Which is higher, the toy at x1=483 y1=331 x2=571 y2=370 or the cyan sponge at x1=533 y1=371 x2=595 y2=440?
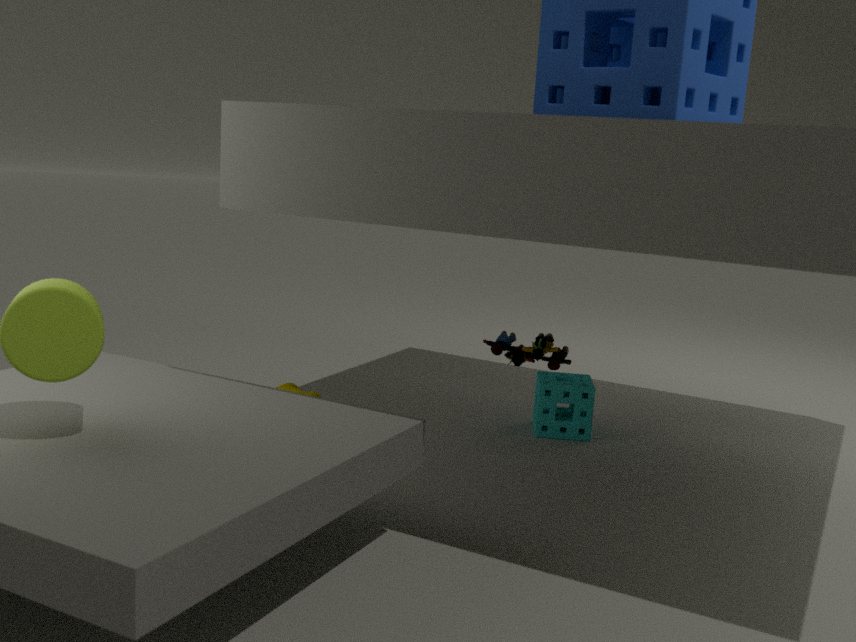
the toy at x1=483 y1=331 x2=571 y2=370
